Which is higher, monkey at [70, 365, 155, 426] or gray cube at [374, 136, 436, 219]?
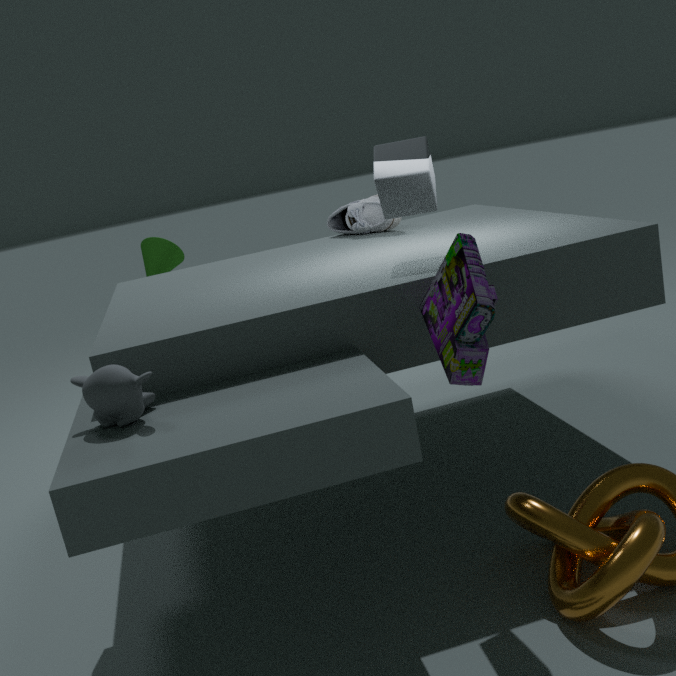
gray cube at [374, 136, 436, 219]
